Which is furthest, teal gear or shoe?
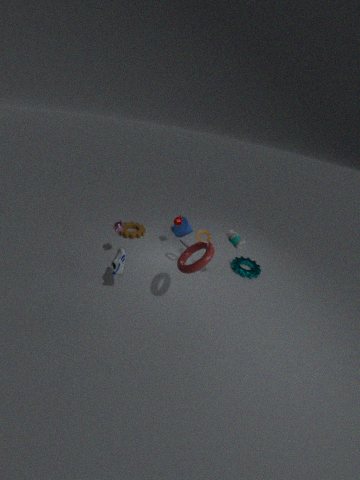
teal gear
